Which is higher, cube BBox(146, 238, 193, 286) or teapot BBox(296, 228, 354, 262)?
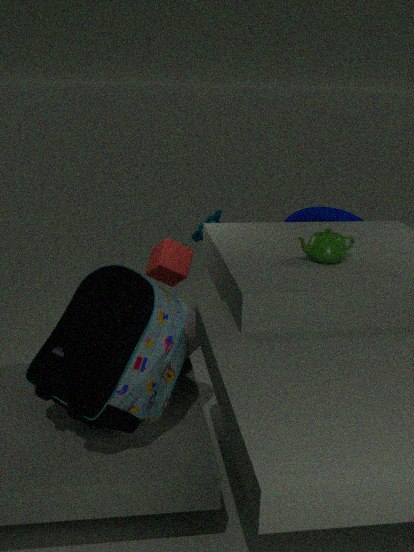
teapot BBox(296, 228, 354, 262)
